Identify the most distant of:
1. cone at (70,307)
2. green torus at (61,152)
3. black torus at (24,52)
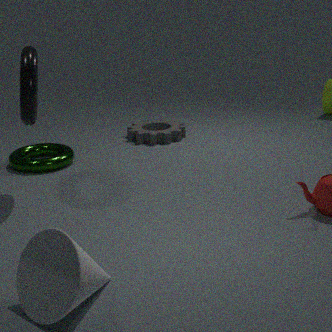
green torus at (61,152)
